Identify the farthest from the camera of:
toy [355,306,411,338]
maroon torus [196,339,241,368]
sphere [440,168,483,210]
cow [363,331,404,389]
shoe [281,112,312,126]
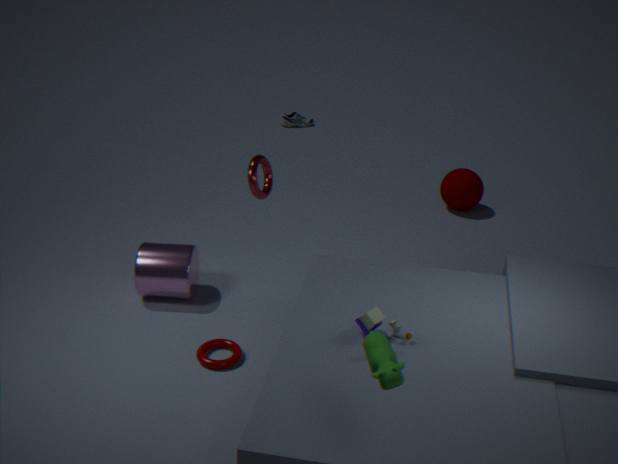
shoe [281,112,312,126]
